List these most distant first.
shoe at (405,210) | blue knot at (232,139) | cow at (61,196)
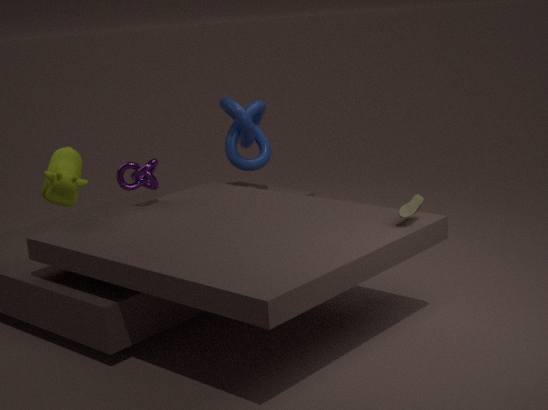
blue knot at (232,139) < cow at (61,196) < shoe at (405,210)
